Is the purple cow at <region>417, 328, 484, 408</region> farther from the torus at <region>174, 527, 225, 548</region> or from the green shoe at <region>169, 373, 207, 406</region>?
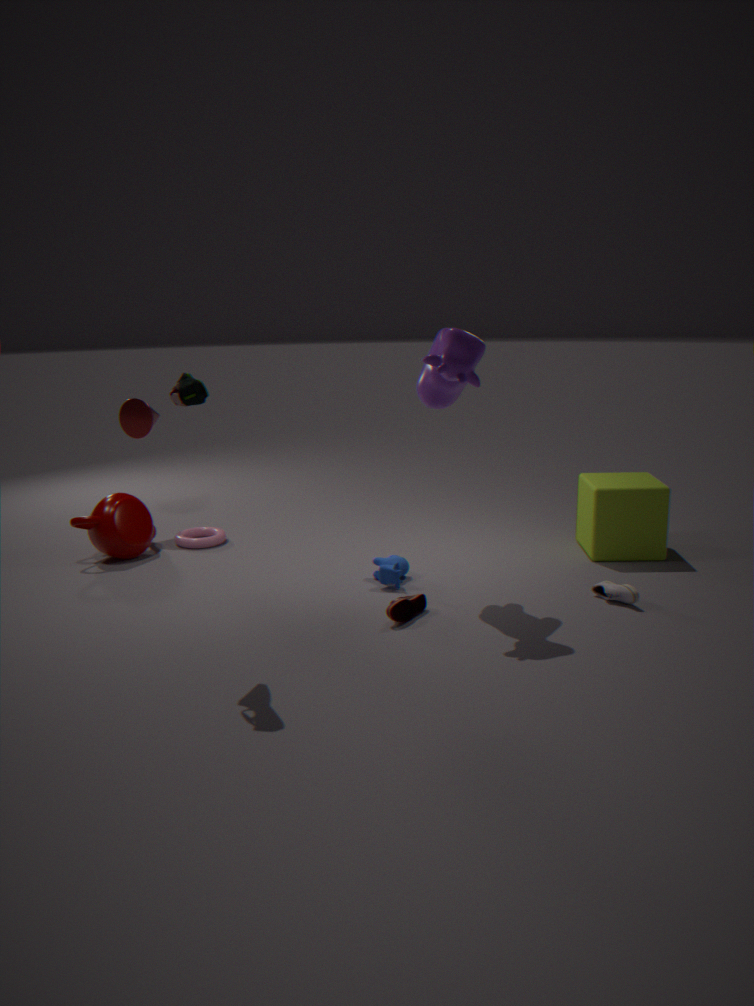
the torus at <region>174, 527, 225, 548</region>
